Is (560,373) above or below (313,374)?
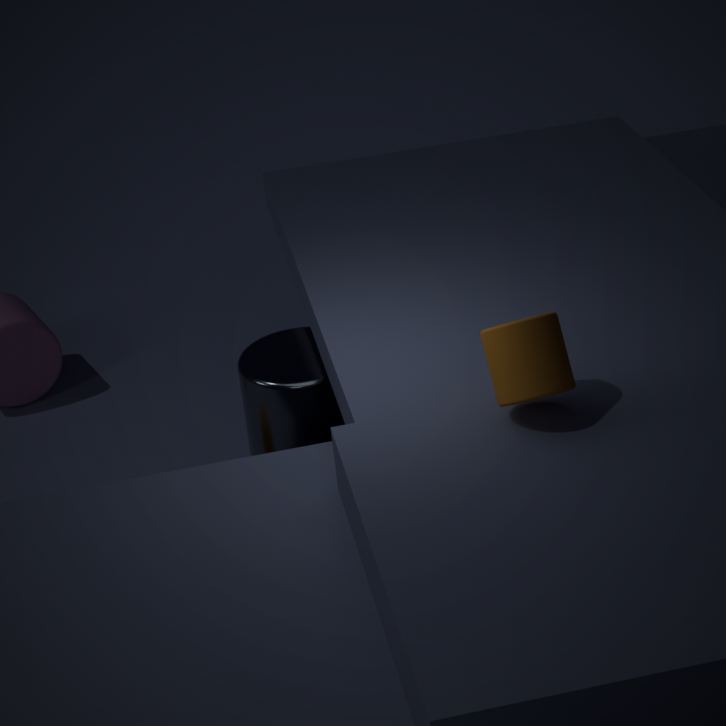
above
